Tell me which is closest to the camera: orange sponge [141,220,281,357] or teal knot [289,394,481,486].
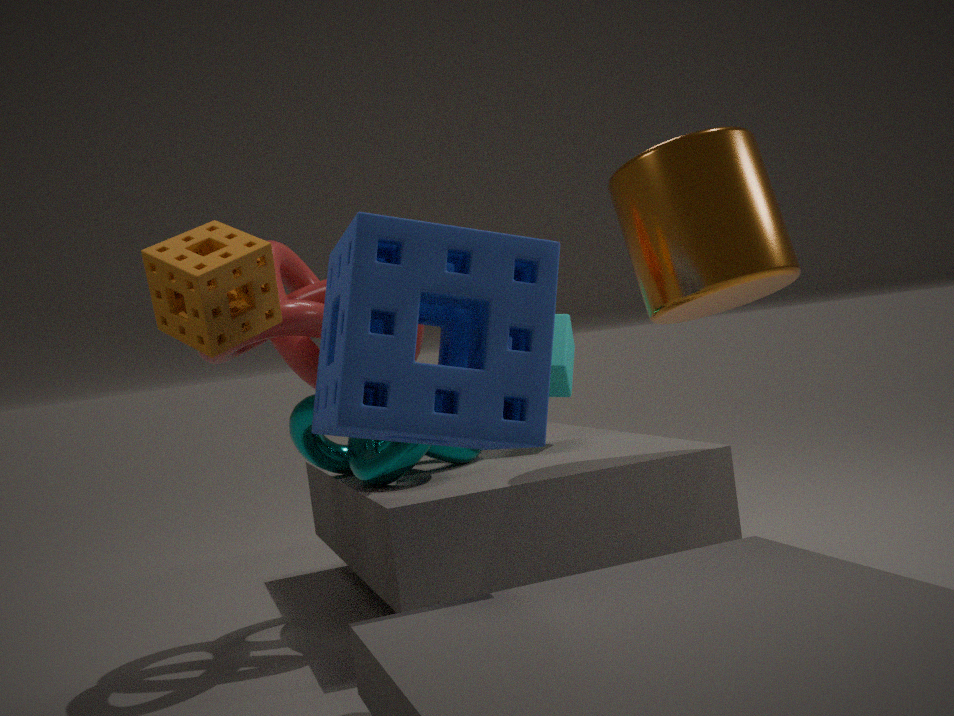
orange sponge [141,220,281,357]
